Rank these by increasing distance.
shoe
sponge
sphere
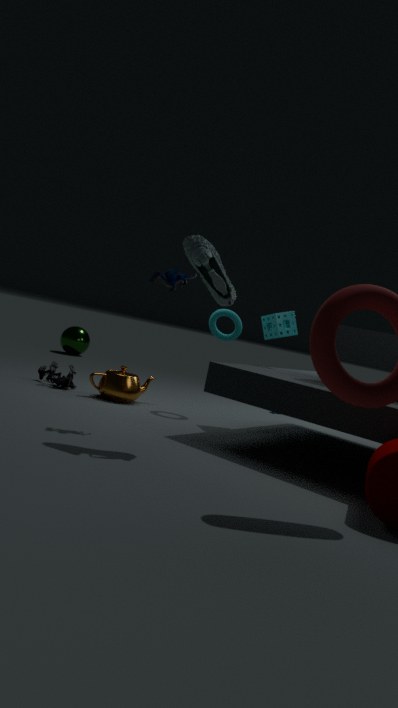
shoe < sponge < sphere
